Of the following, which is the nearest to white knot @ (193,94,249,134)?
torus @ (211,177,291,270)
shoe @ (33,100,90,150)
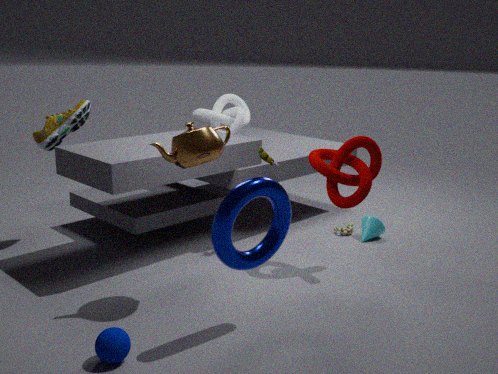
shoe @ (33,100,90,150)
